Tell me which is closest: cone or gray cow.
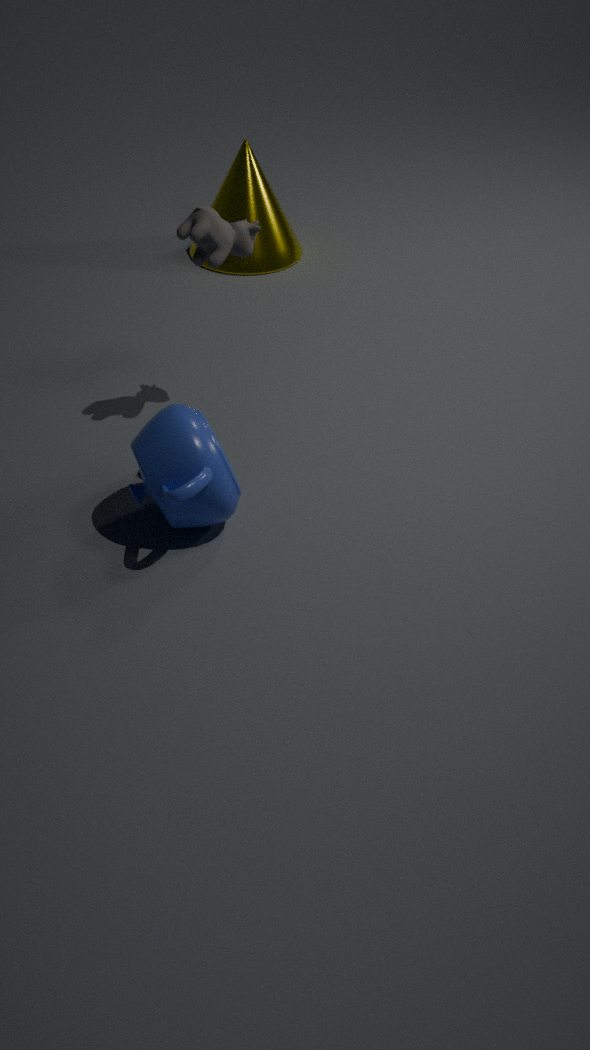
gray cow
